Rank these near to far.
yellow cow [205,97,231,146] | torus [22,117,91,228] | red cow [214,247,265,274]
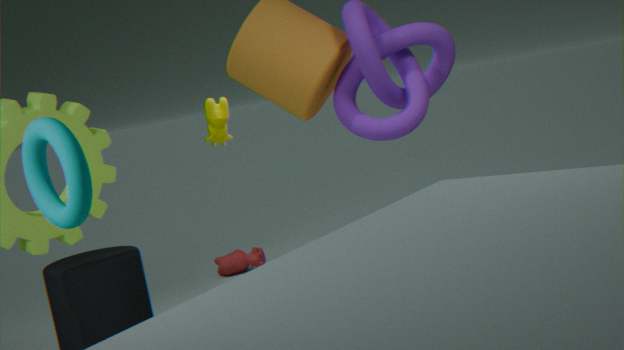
torus [22,117,91,228]
yellow cow [205,97,231,146]
red cow [214,247,265,274]
